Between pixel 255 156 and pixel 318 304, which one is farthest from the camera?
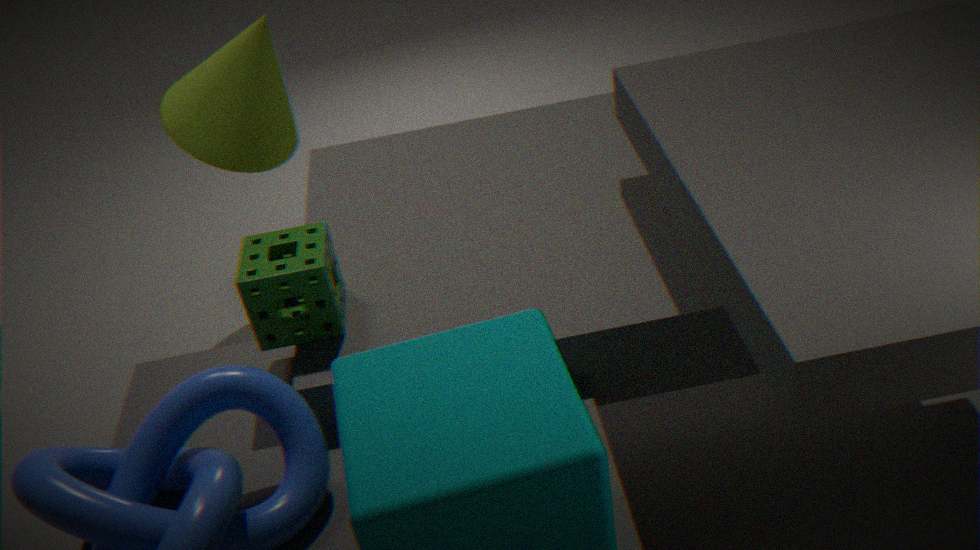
pixel 255 156
